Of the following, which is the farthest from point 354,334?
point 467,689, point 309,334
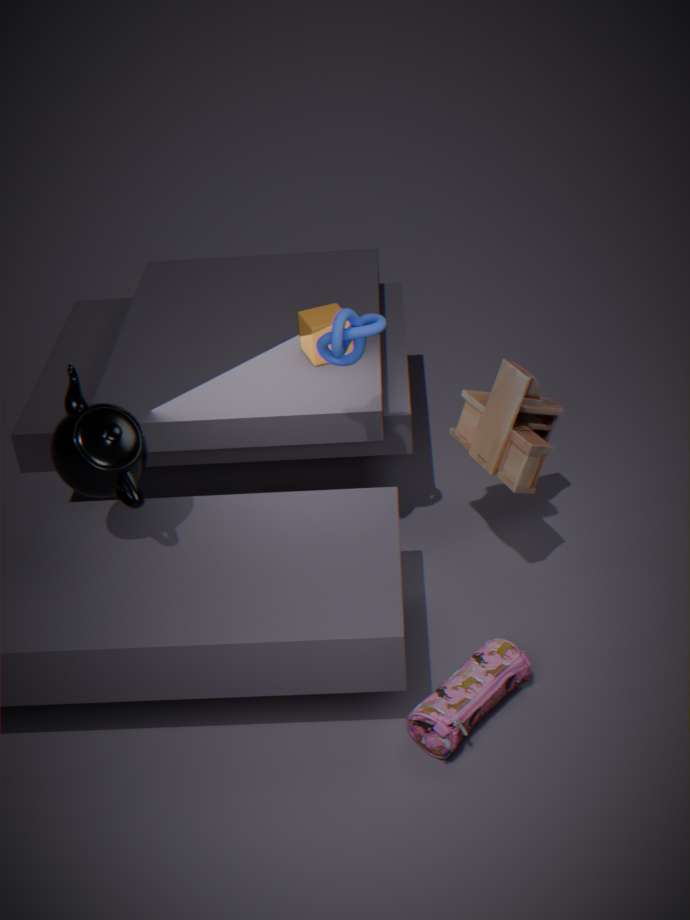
point 467,689
